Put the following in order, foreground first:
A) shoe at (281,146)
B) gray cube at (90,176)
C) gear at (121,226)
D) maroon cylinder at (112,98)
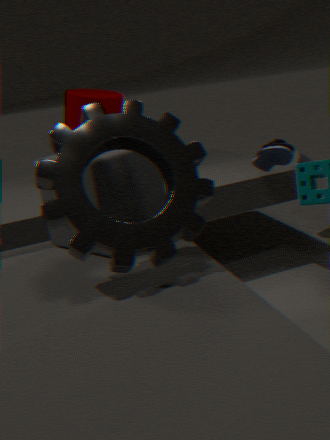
C. gear at (121,226) < B. gray cube at (90,176) < A. shoe at (281,146) < D. maroon cylinder at (112,98)
